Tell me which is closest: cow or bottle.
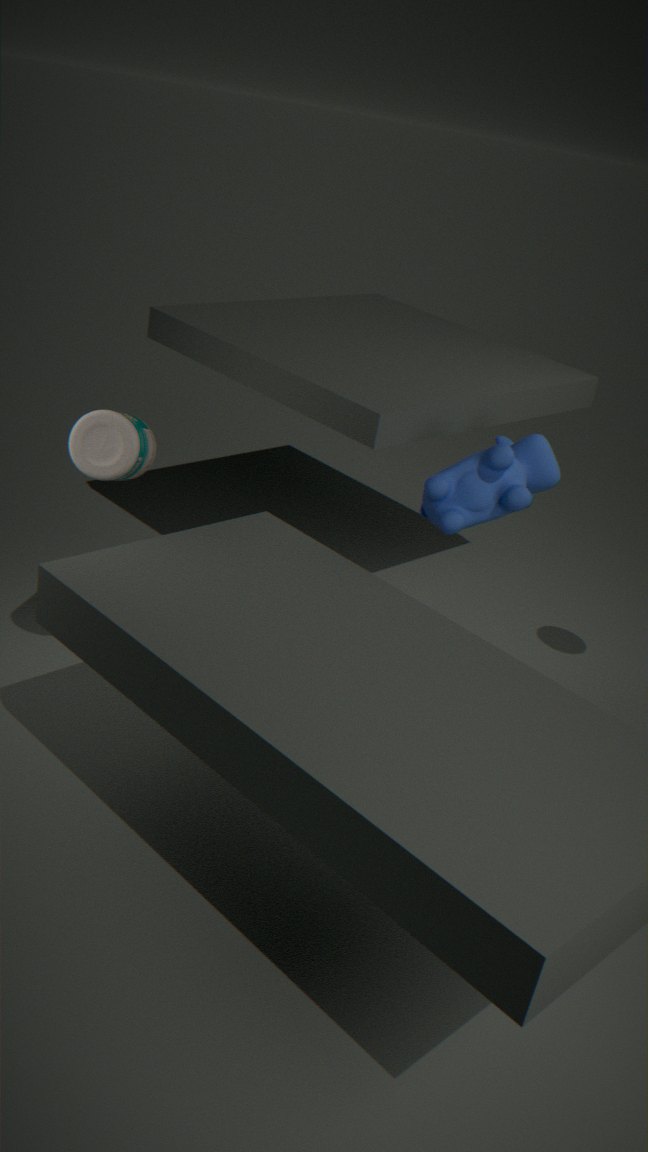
bottle
